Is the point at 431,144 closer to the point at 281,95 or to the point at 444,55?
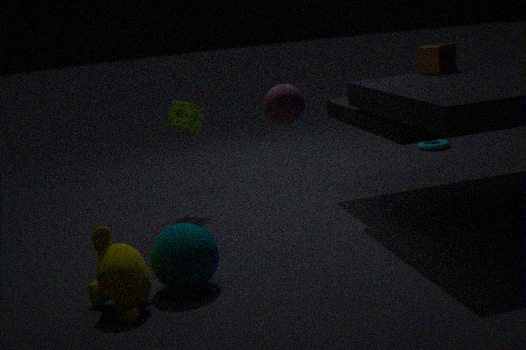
the point at 444,55
